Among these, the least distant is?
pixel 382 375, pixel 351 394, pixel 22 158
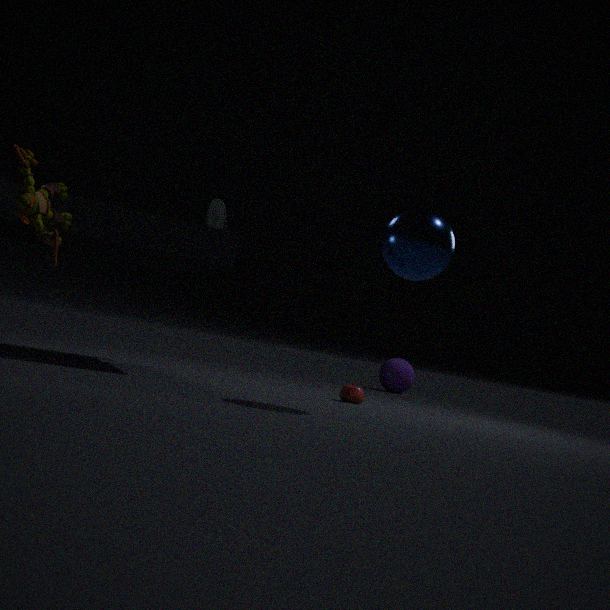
pixel 22 158
